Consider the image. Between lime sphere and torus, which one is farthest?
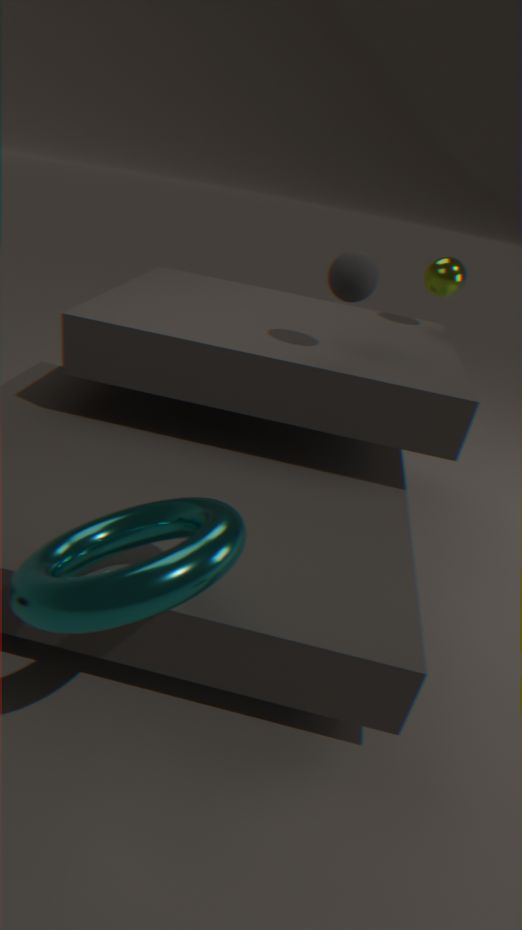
lime sphere
